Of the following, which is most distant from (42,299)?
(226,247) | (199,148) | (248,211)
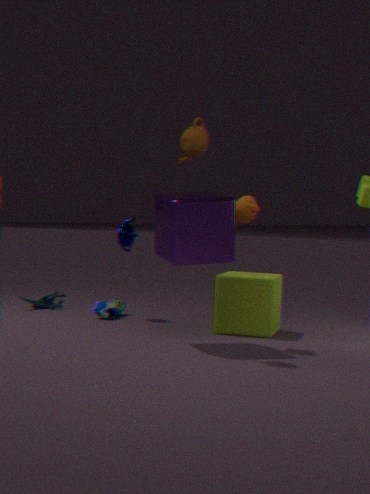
(199,148)
